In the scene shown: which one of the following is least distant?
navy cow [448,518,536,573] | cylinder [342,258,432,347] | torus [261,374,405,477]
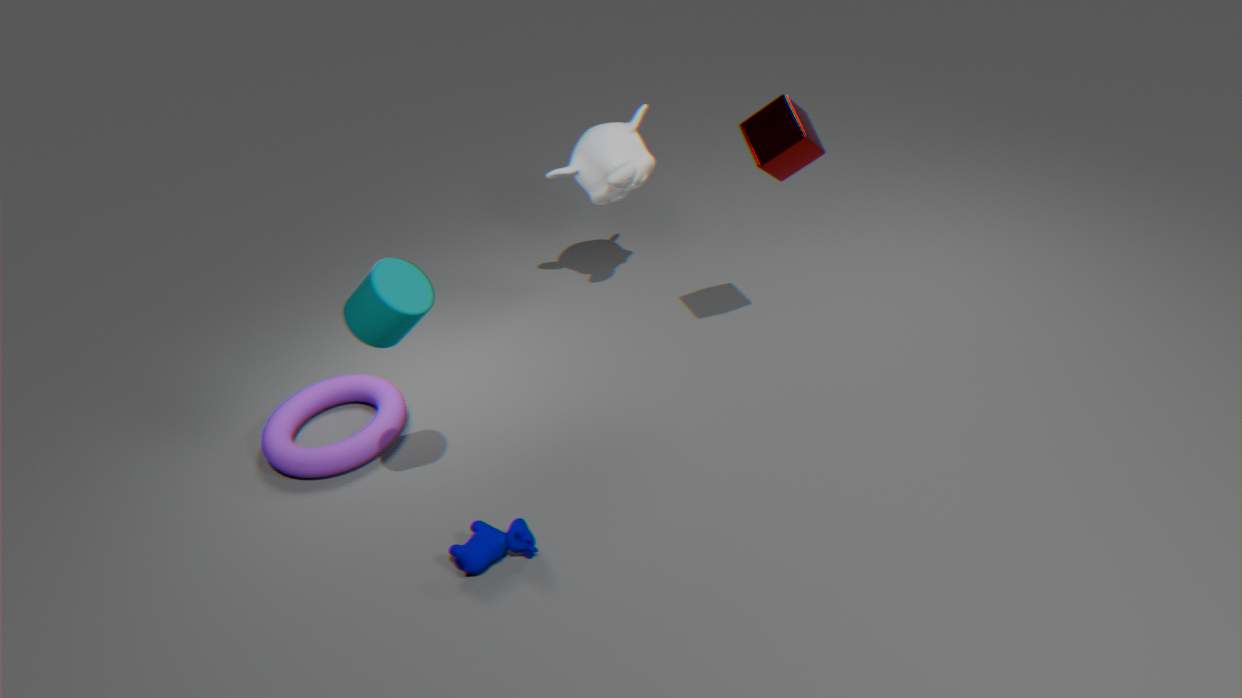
cylinder [342,258,432,347]
